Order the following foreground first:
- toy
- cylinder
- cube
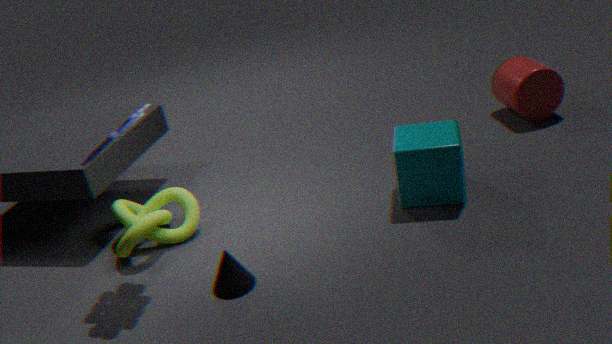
toy < cube < cylinder
